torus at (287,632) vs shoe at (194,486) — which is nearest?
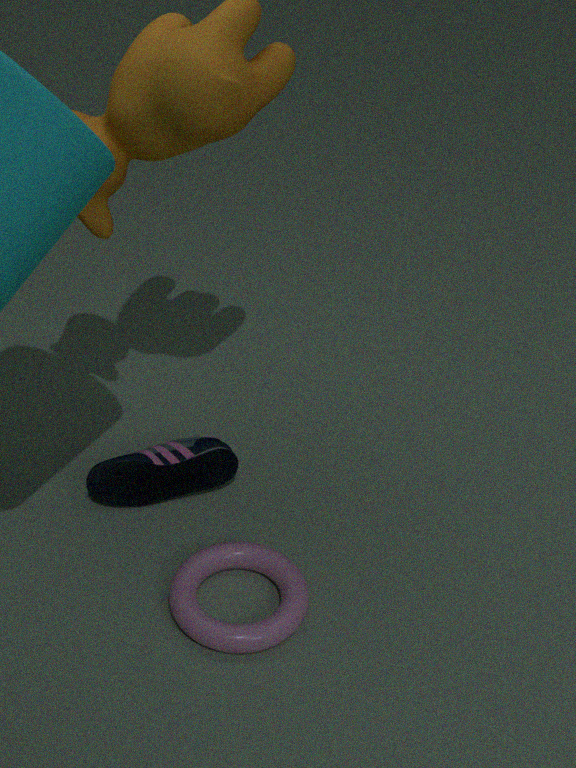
torus at (287,632)
